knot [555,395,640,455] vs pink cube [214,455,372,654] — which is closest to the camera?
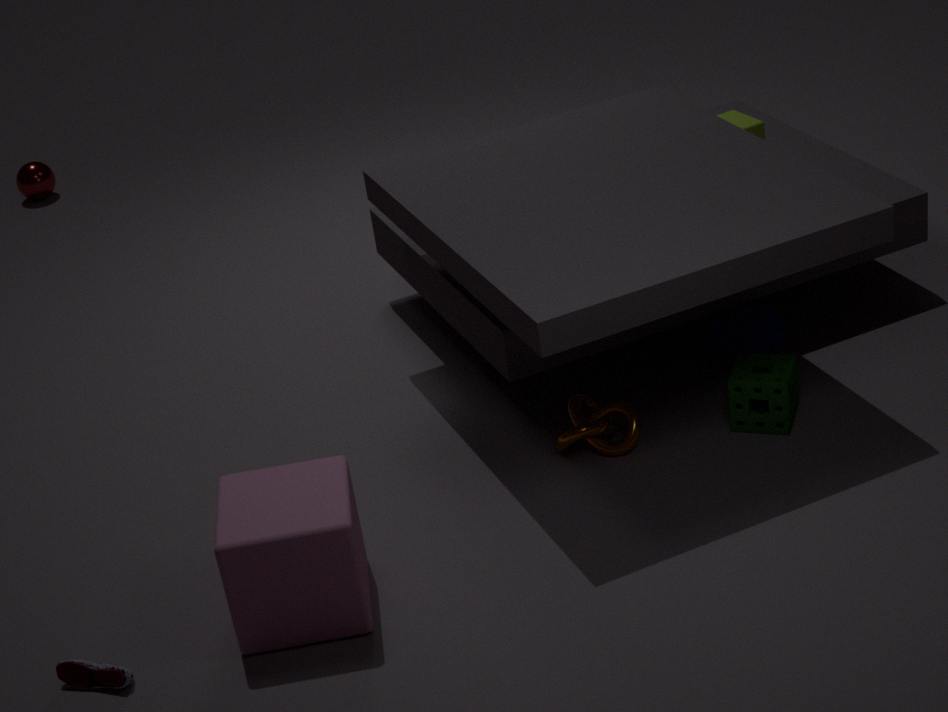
pink cube [214,455,372,654]
